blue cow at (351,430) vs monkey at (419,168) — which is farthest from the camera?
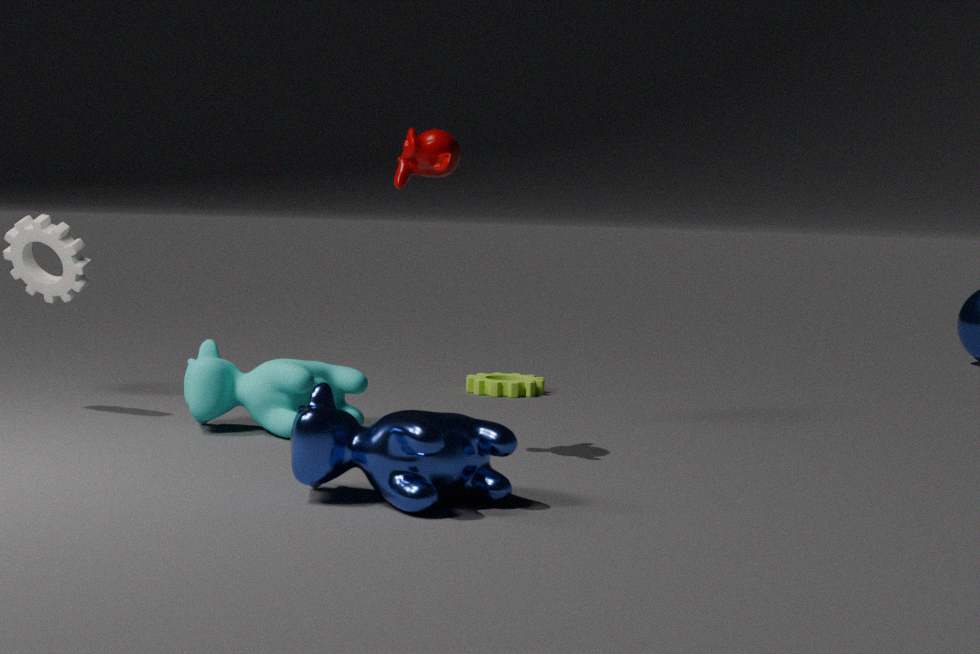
monkey at (419,168)
